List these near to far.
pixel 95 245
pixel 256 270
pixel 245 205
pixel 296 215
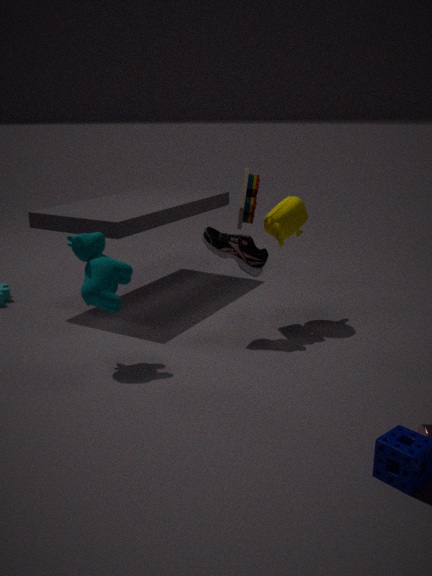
pixel 95 245 < pixel 256 270 < pixel 245 205 < pixel 296 215
